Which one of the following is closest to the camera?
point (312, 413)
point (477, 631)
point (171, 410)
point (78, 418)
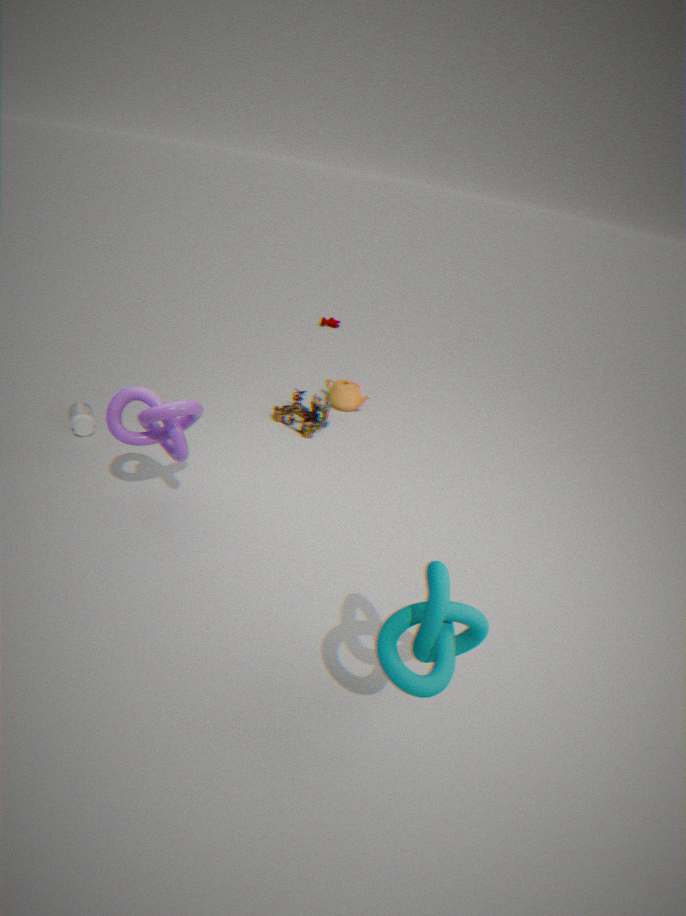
point (477, 631)
